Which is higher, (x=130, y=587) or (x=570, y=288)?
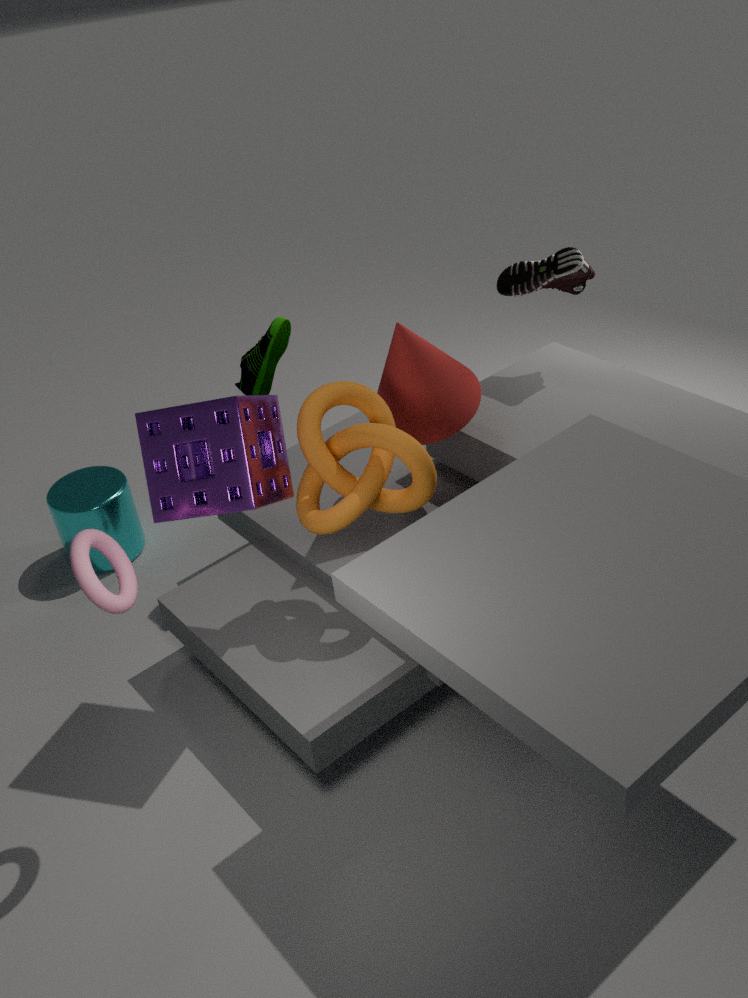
(x=570, y=288)
